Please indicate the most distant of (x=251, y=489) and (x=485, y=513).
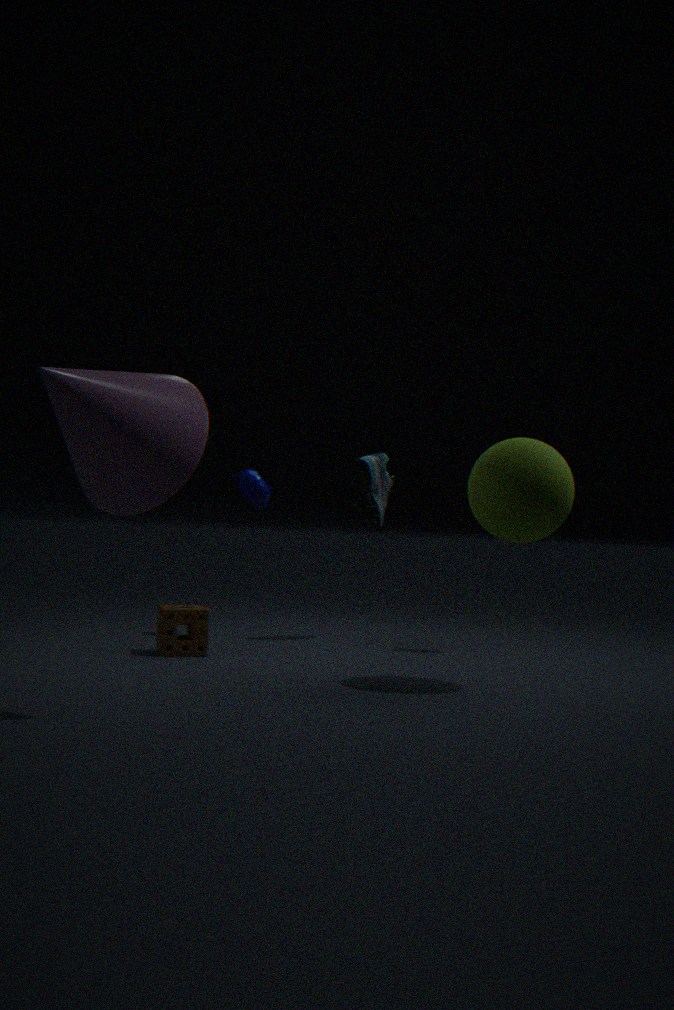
(x=251, y=489)
